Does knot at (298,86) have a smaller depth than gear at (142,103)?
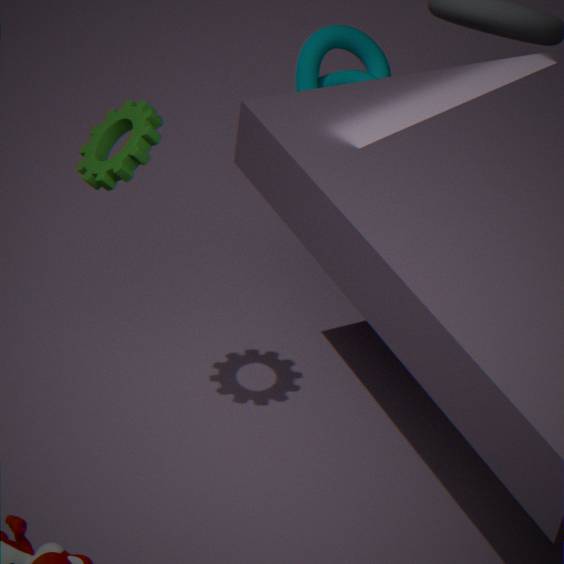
No
